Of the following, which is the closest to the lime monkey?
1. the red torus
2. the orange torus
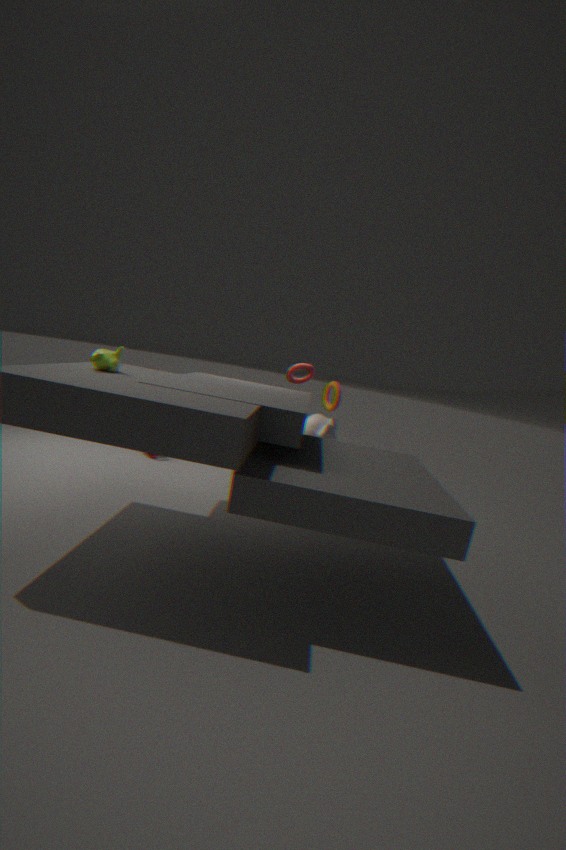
the red torus
